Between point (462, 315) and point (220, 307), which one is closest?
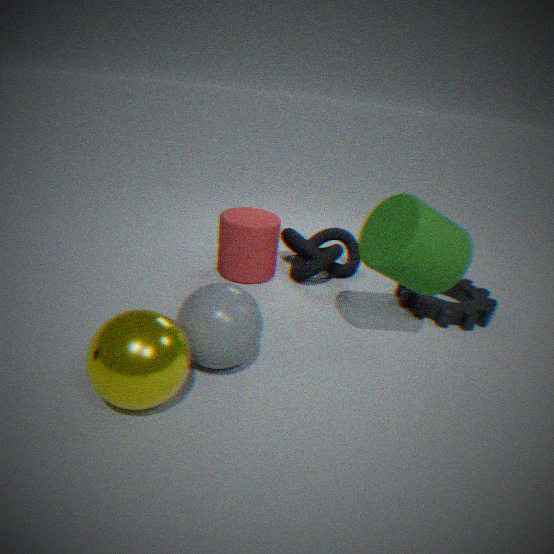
point (220, 307)
